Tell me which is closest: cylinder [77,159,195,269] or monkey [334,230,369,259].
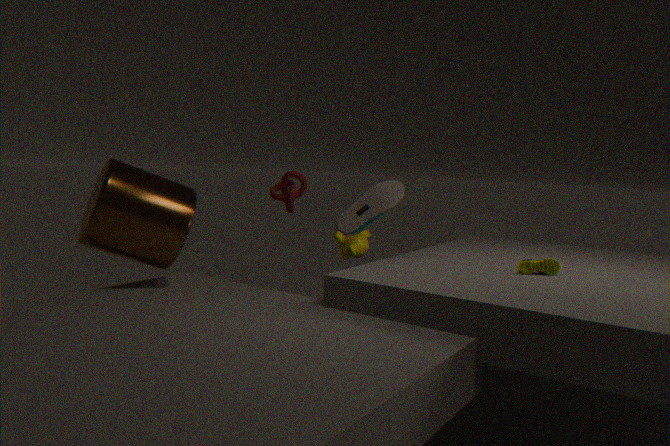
cylinder [77,159,195,269]
